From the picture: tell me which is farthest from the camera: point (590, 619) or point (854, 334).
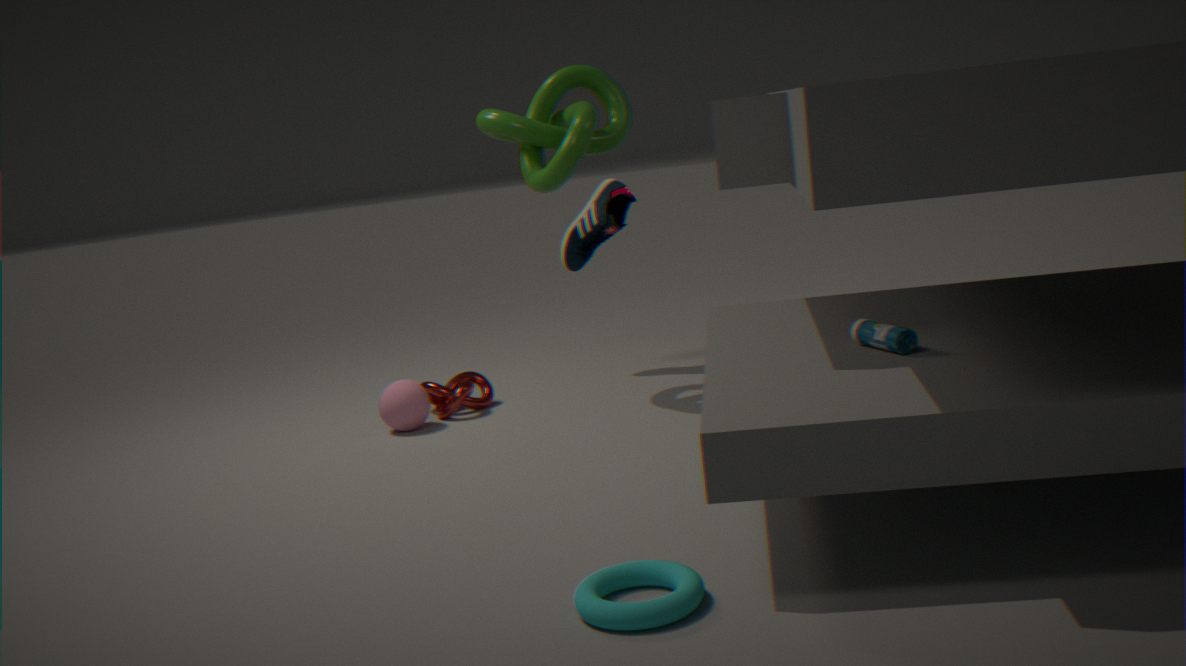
point (854, 334)
